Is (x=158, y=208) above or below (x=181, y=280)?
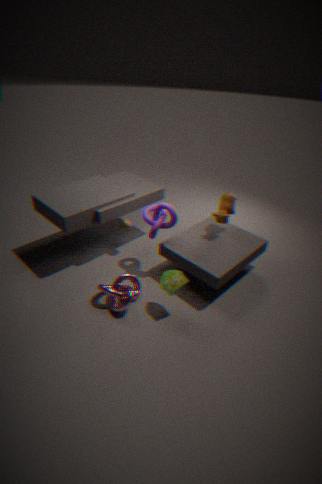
above
